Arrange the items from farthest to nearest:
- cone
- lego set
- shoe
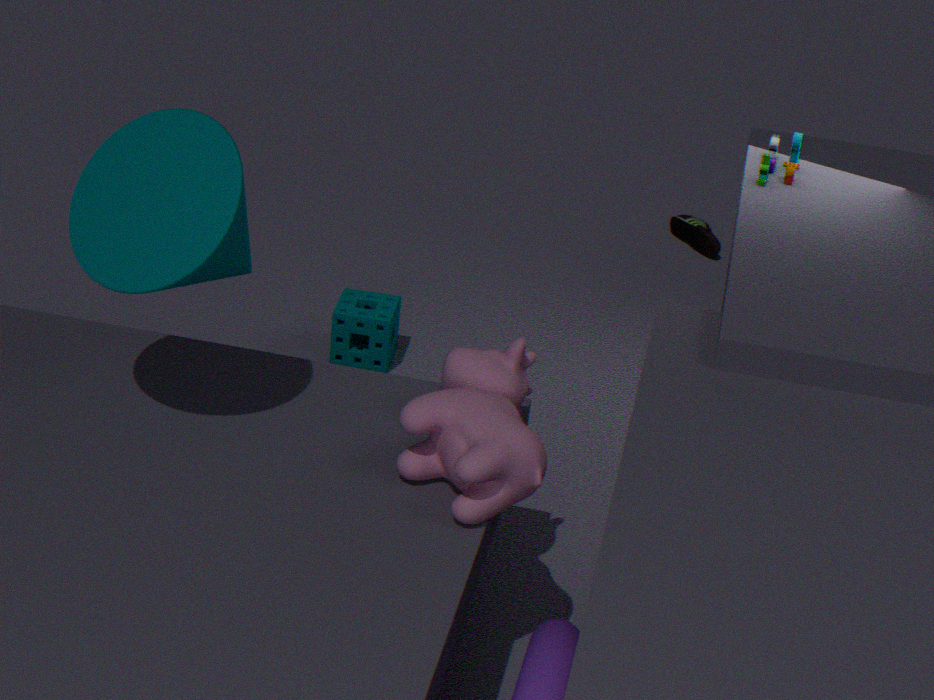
shoe, lego set, cone
